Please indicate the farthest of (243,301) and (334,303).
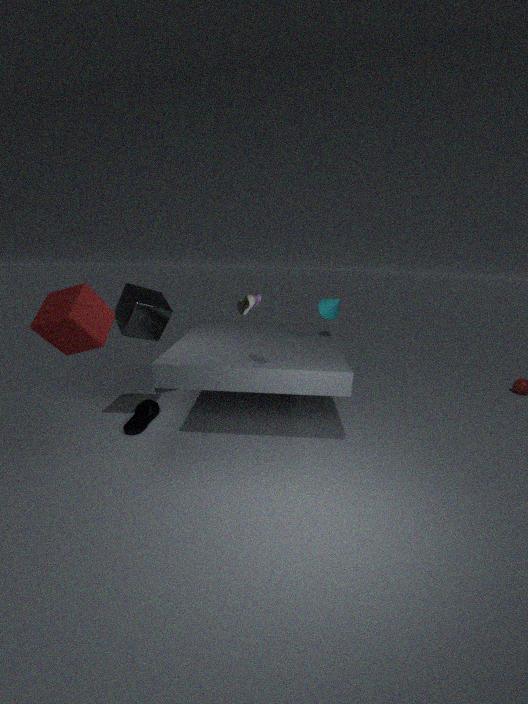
(334,303)
